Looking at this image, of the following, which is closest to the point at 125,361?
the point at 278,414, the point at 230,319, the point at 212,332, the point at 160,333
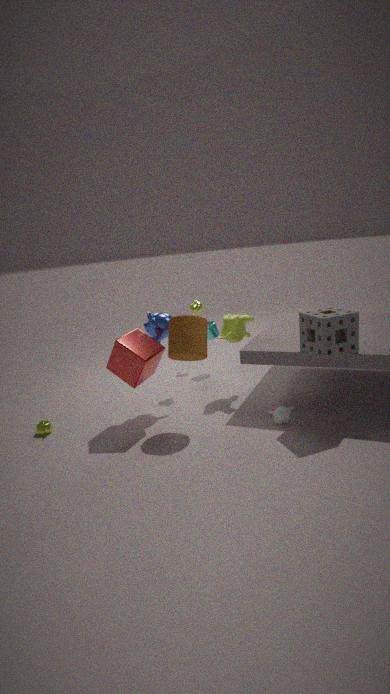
the point at 160,333
